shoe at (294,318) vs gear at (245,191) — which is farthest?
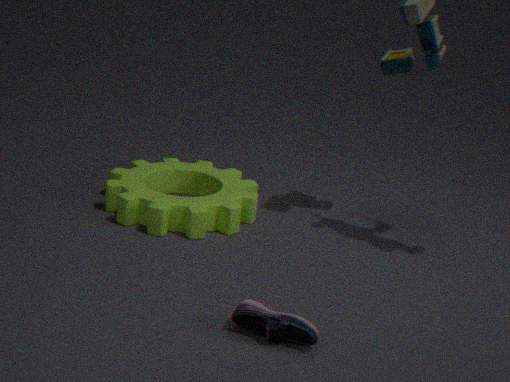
gear at (245,191)
